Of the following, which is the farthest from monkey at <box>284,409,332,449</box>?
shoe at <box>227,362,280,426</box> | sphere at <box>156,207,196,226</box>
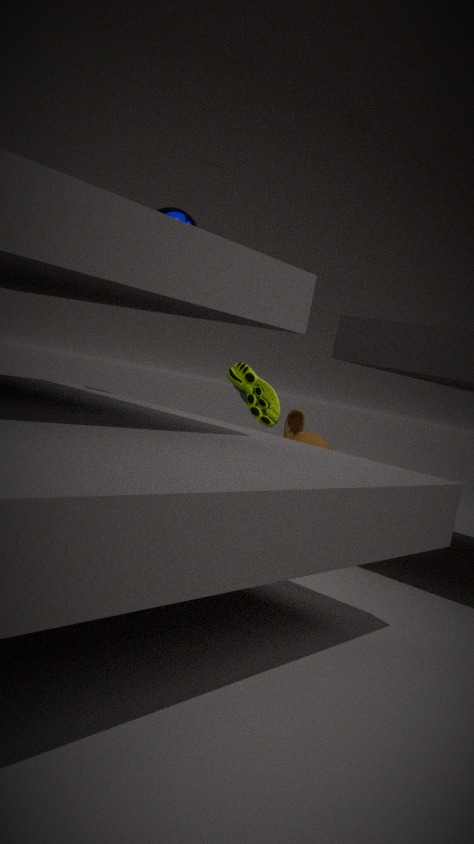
sphere at <box>156,207,196,226</box>
